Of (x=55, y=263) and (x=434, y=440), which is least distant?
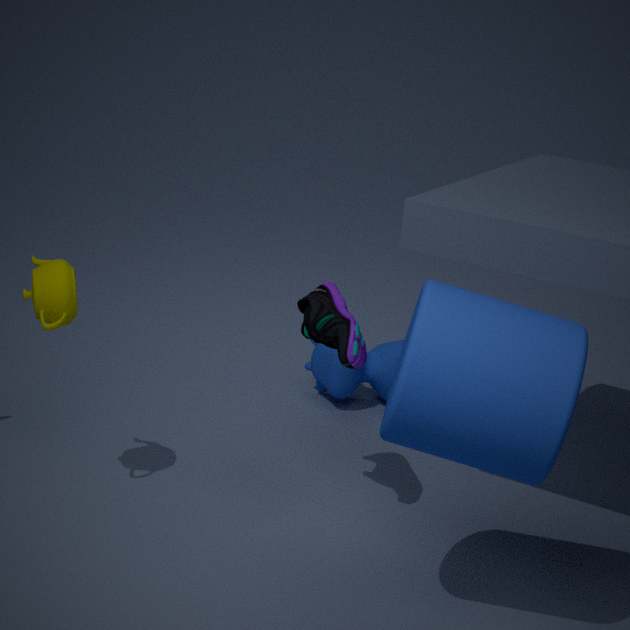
(x=434, y=440)
